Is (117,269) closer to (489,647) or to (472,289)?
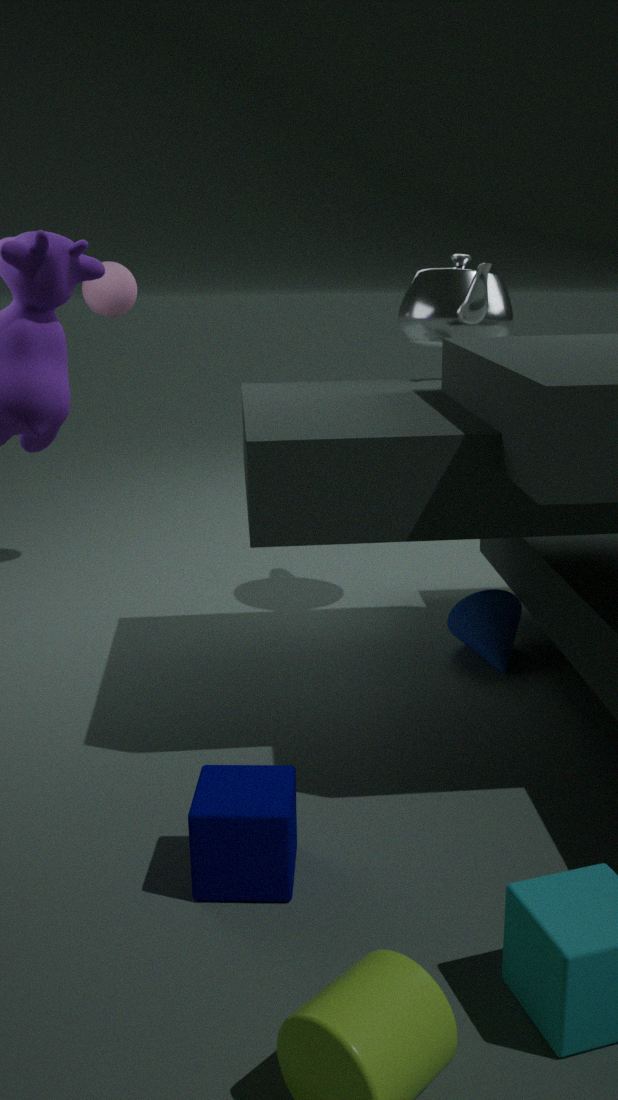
(472,289)
